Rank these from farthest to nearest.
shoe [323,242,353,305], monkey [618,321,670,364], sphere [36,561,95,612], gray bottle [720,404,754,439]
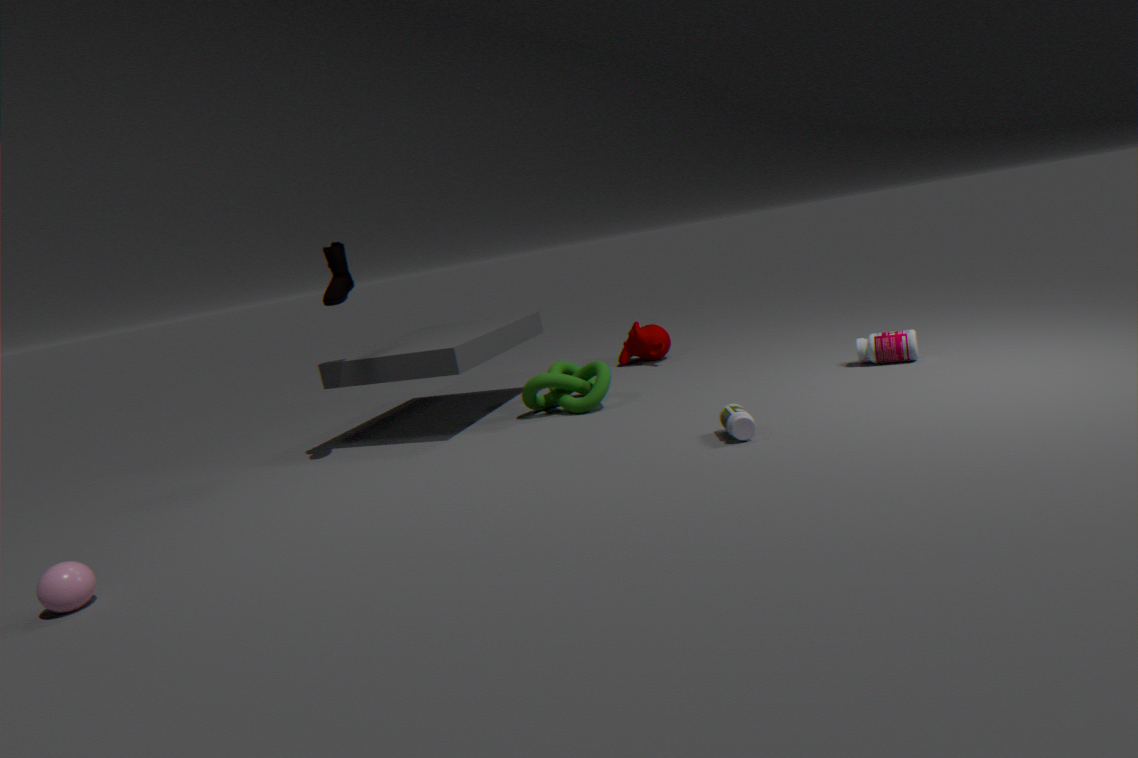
monkey [618,321,670,364] < shoe [323,242,353,305] < gray bottle [720,404,754,439] < sphere [36,561,95,612]
